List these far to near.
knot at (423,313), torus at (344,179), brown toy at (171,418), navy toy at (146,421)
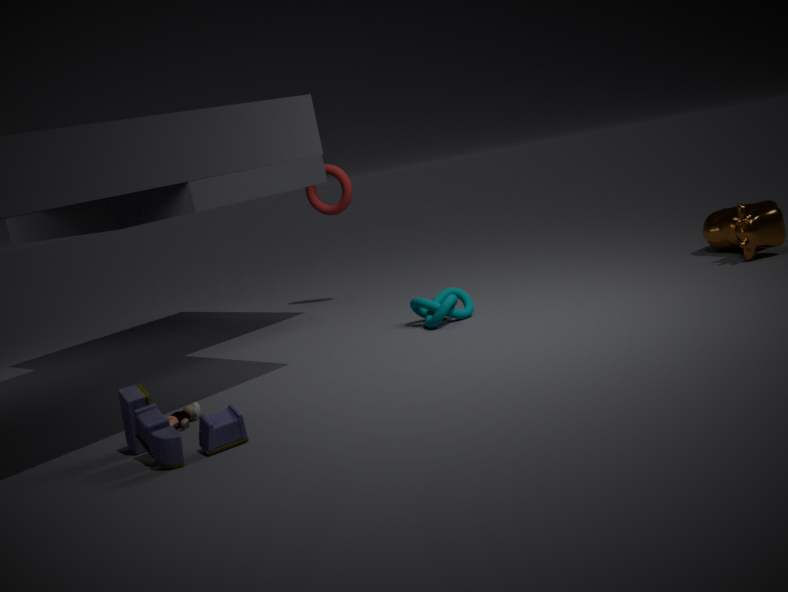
torus at (344,179) < knot at (423,313) < brown toy at (171,418) < navy toy at (146,421)
